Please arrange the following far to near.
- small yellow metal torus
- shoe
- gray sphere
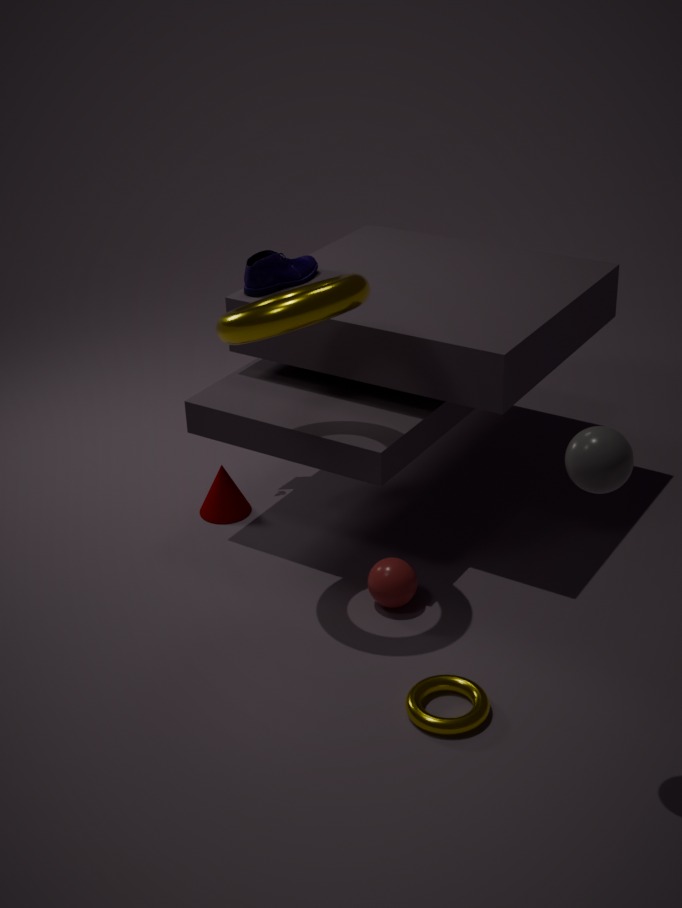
1. shoe
2. small yellow metal torus
3. gray sphere
